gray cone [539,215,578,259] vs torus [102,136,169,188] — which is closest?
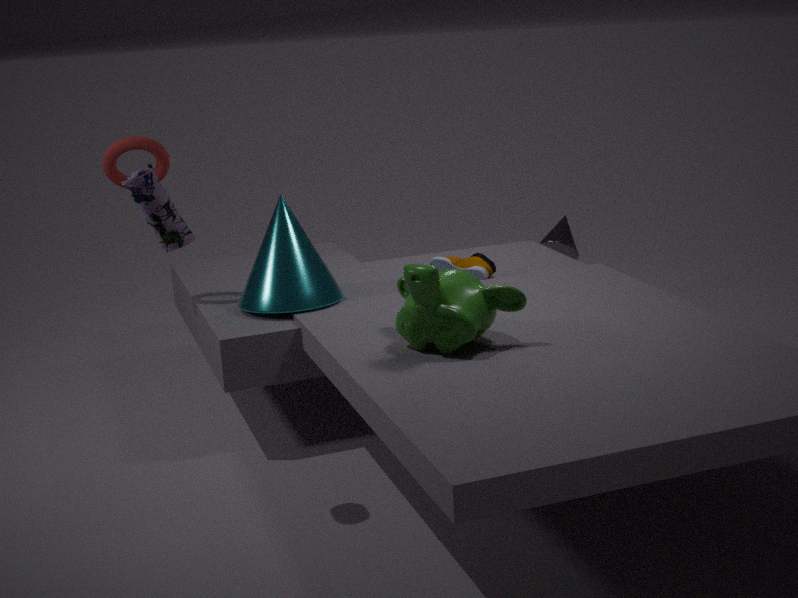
torus [102,136,169,188]
